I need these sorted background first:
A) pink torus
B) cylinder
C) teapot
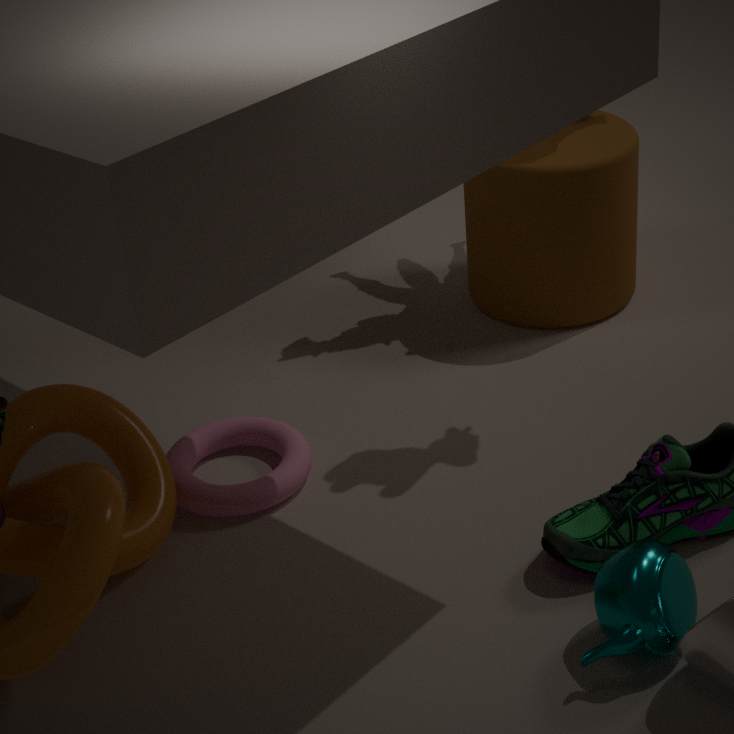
cylinder
pink torus
teapot
